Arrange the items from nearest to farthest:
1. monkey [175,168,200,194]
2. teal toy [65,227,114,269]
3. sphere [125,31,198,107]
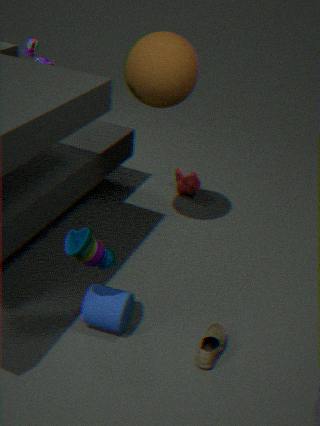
teal toy [65,227,114,269] < sphere [125,31,198,107] < monkey [175,168,200,194]
